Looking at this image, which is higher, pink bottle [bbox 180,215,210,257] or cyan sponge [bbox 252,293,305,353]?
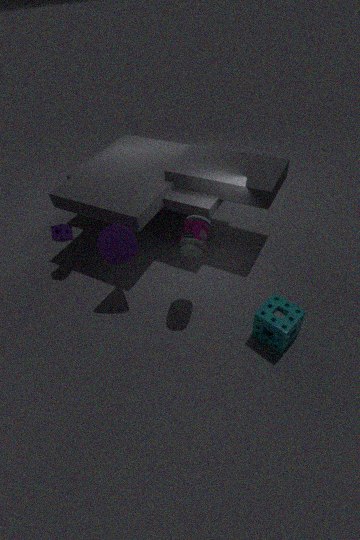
pink bottle [bbox 180,215,210,257]
